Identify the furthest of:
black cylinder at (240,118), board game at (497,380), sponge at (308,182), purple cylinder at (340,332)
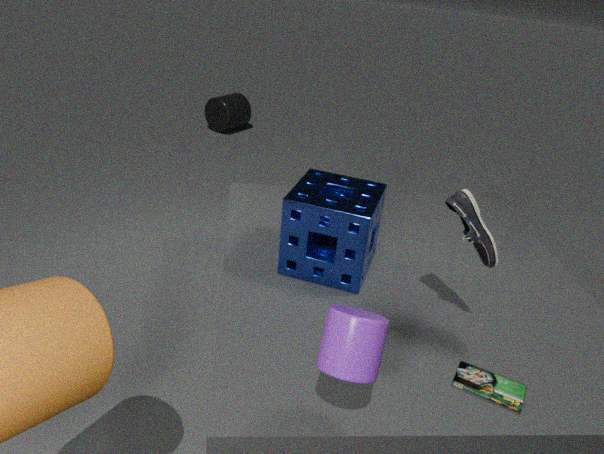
black cylinder at (240,118)
